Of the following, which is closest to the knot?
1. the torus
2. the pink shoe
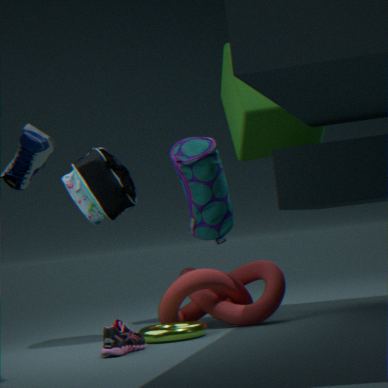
the torus
